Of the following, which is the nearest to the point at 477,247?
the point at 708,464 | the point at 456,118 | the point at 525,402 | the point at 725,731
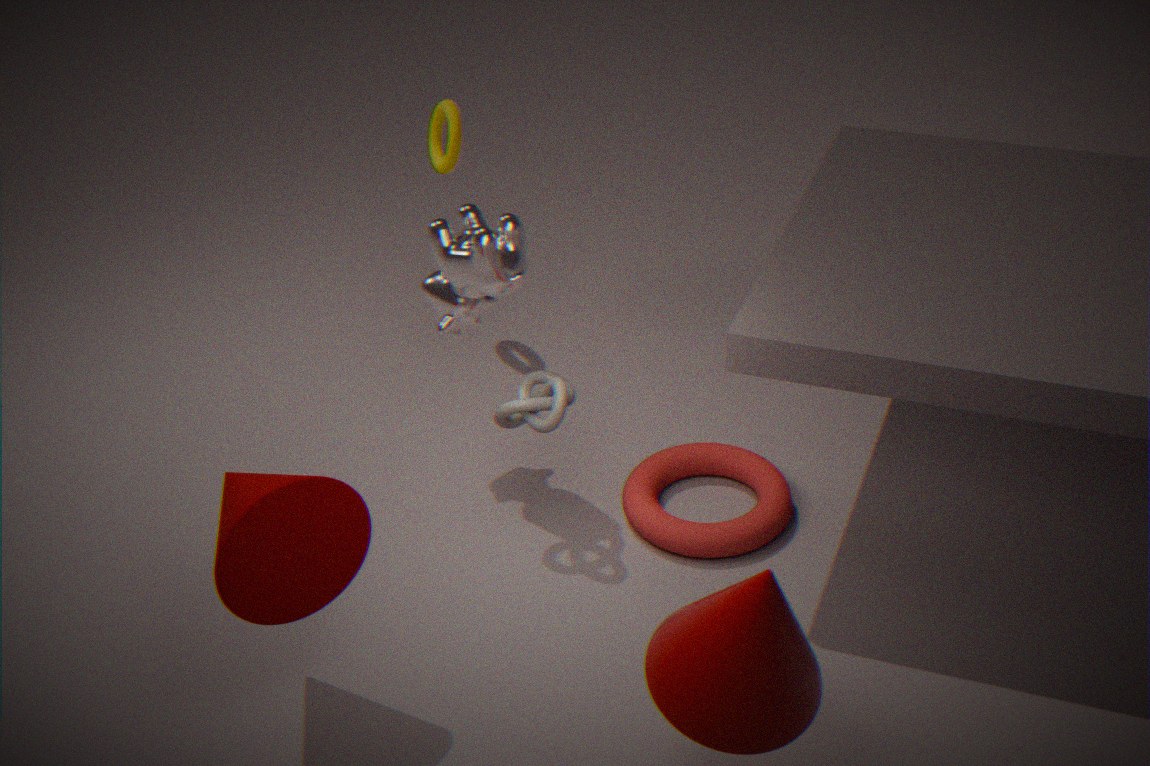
the point at 525,402
